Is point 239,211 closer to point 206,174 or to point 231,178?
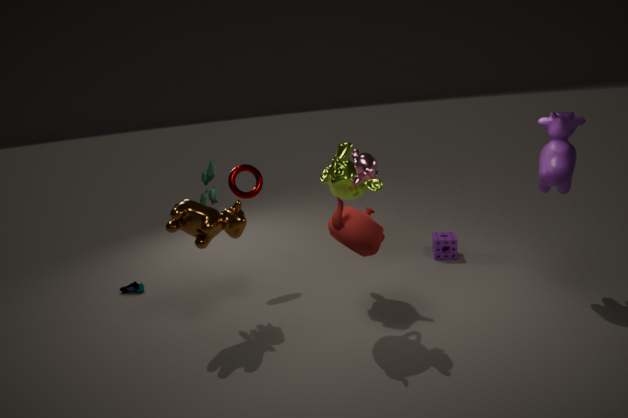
point 206,174
